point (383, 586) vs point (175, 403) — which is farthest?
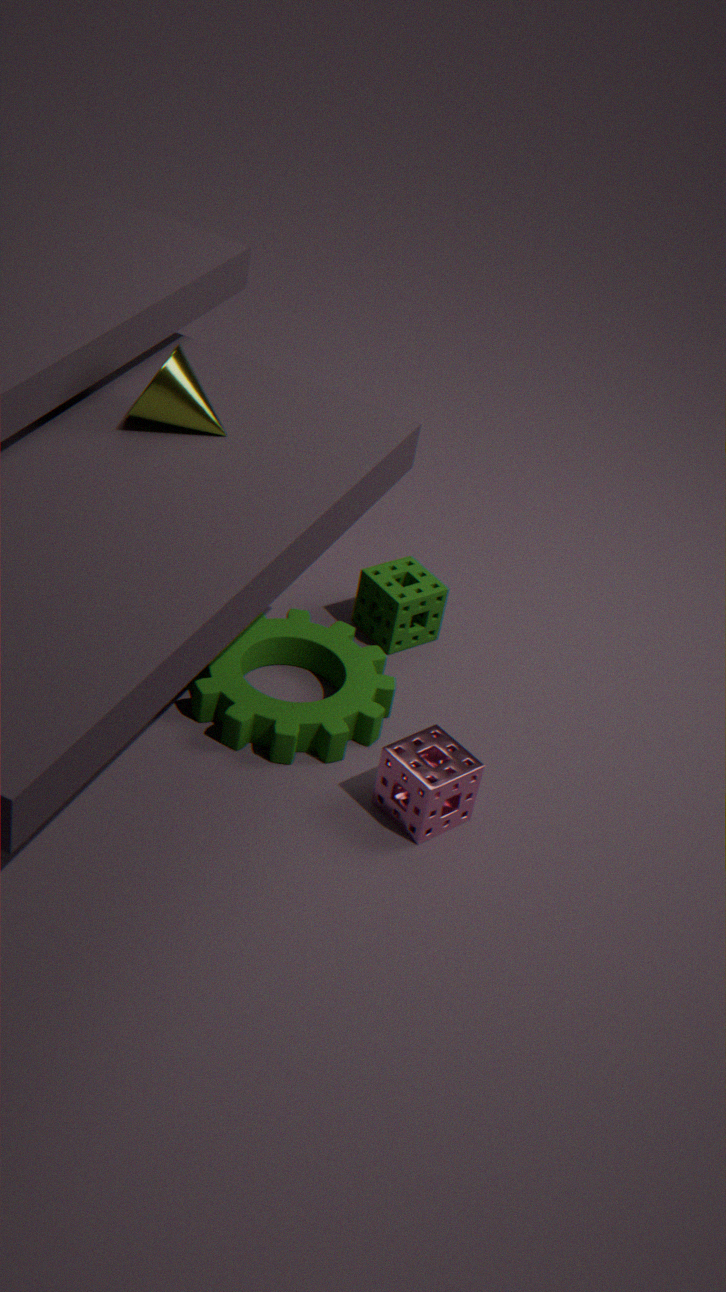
point (383, 586)
